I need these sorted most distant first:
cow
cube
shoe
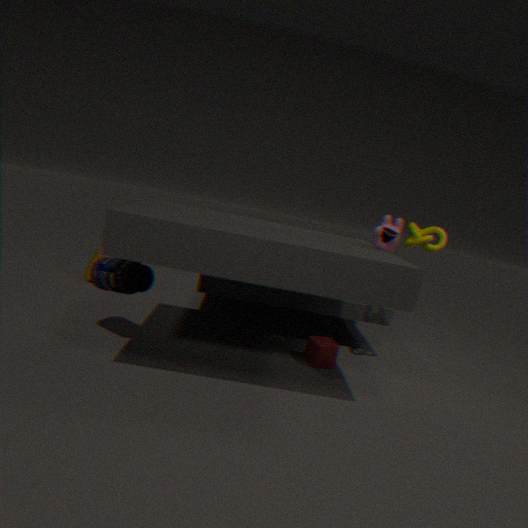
cow < cube < shoe
